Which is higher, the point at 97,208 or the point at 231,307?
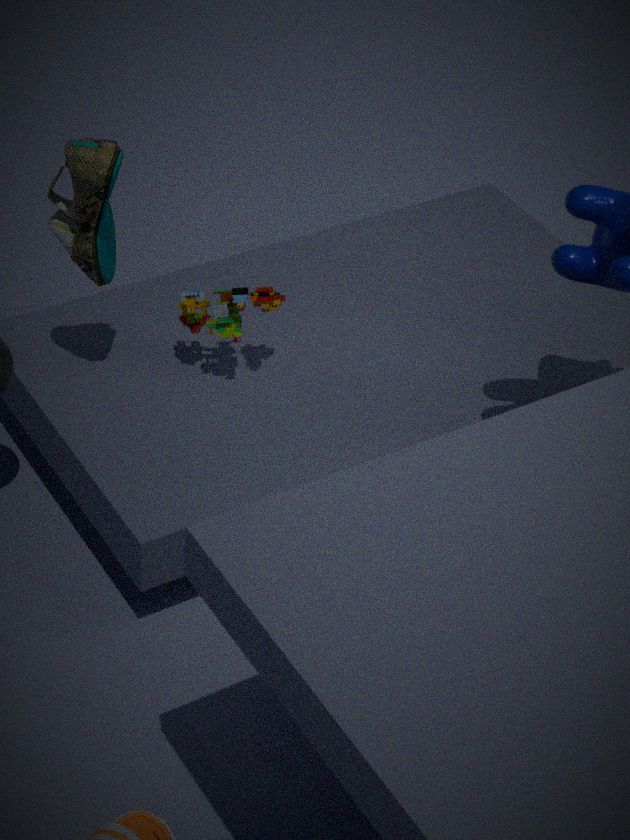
the point at 97,208
